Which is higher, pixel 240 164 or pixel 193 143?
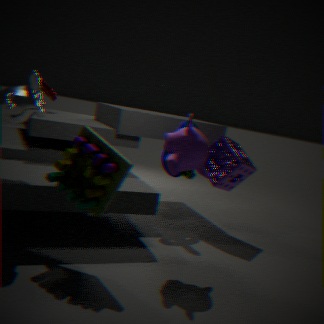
pixel 193 143
